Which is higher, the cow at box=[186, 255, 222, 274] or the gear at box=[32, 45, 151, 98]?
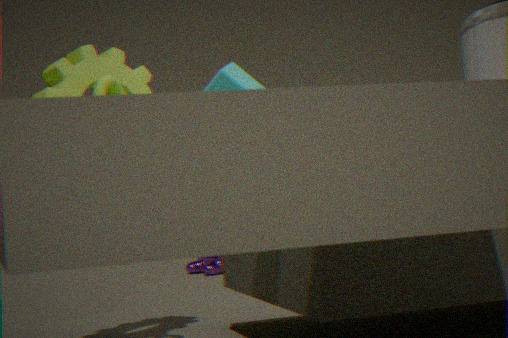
the gear at box=[32, 45, 151, 98]
